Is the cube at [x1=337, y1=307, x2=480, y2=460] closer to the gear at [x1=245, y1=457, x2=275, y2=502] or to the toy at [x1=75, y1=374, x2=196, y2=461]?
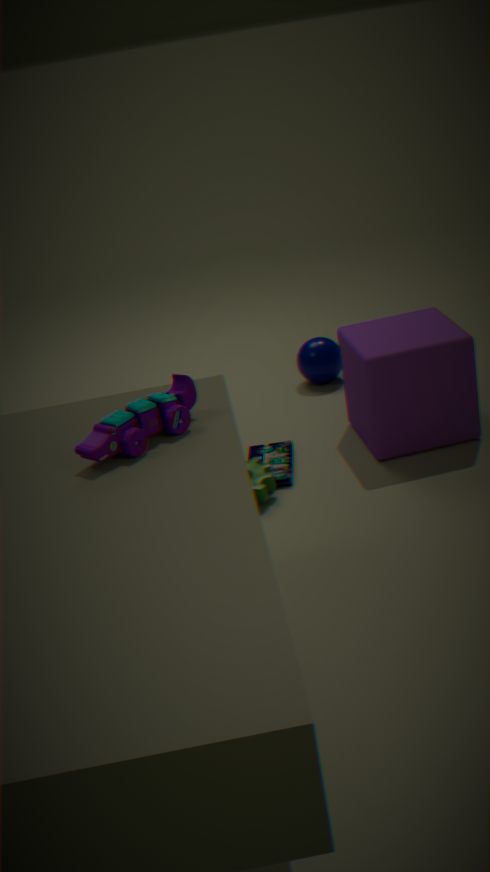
the gear at [x1=245, y1=457, x2=275, y2=502]
